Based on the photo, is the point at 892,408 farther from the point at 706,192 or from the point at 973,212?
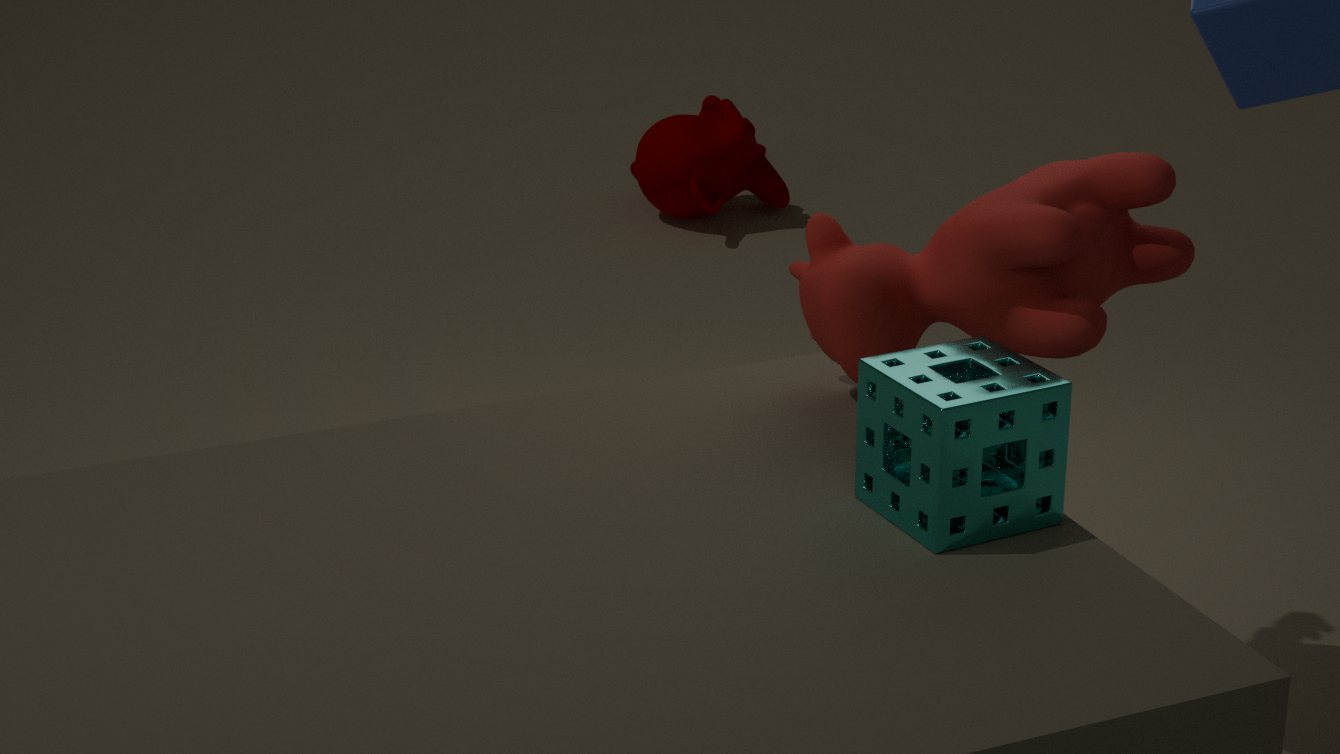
the point at 706,192
